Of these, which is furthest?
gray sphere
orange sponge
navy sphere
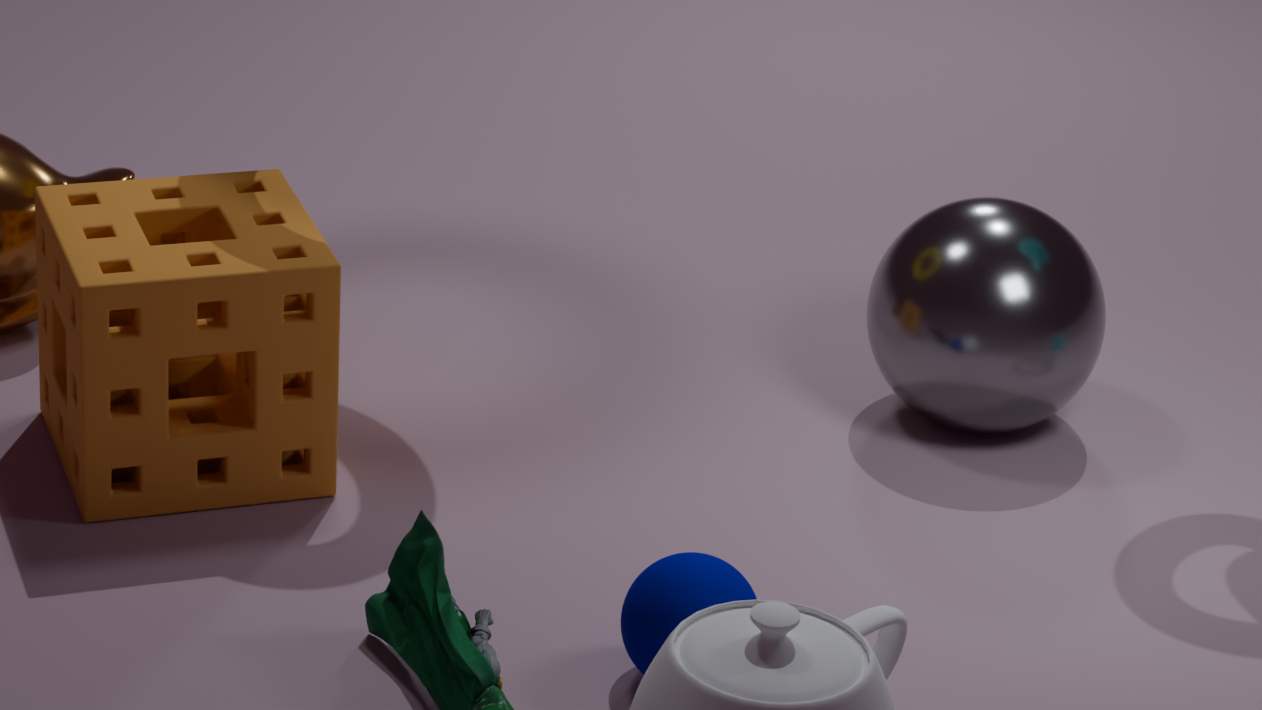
gray sphere
